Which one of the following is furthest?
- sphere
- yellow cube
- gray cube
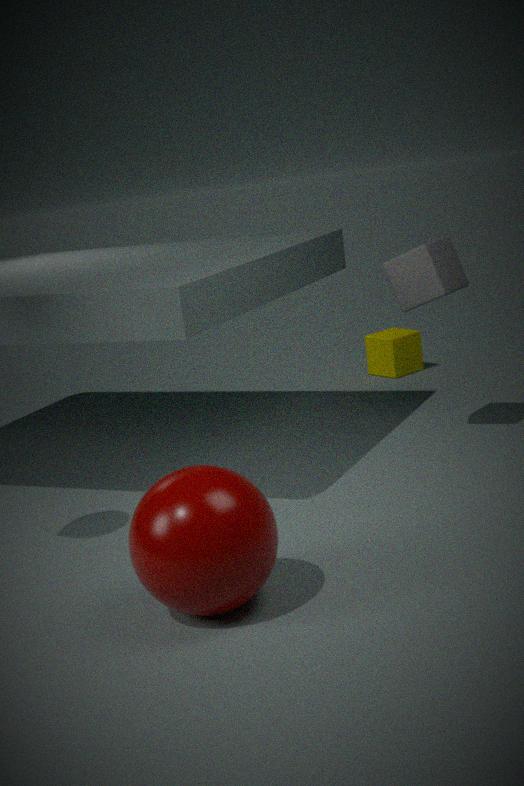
yellow cube
